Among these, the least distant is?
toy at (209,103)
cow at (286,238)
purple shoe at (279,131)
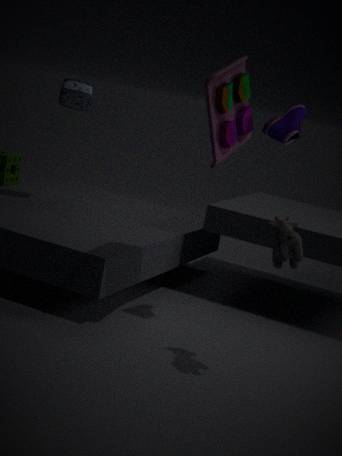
cow at (286,238)
